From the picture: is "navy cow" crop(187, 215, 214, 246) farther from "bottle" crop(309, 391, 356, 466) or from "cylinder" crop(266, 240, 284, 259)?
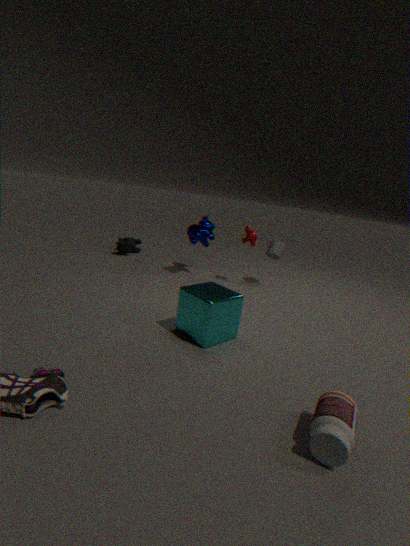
"bottle" crop(309, 391, 356, 466)
